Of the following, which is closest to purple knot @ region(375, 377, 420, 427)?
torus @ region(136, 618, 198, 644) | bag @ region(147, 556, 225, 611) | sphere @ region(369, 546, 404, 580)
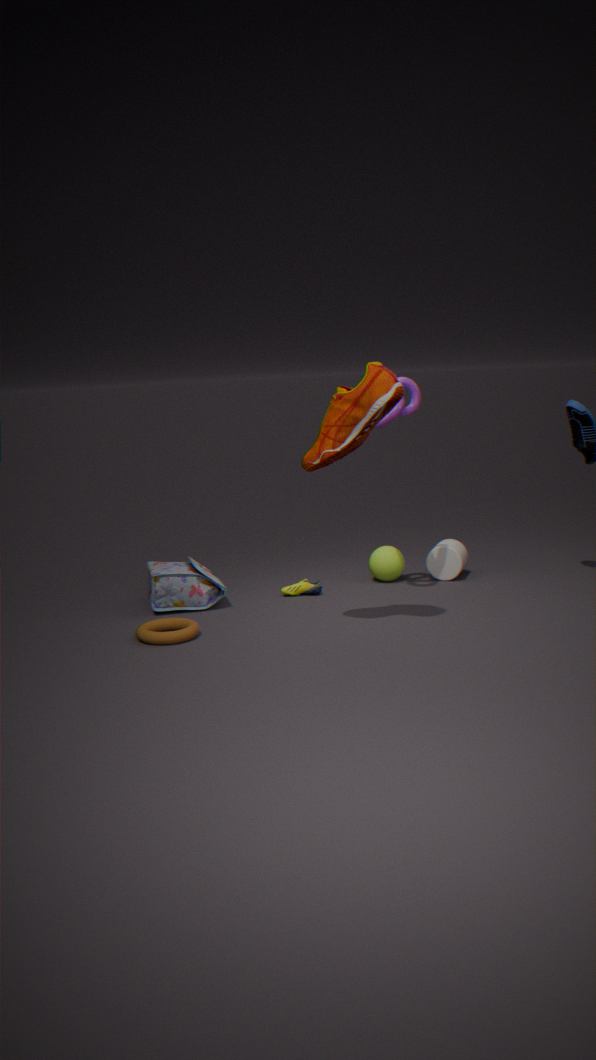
sphere @ region(369, 546, 404, 580)
